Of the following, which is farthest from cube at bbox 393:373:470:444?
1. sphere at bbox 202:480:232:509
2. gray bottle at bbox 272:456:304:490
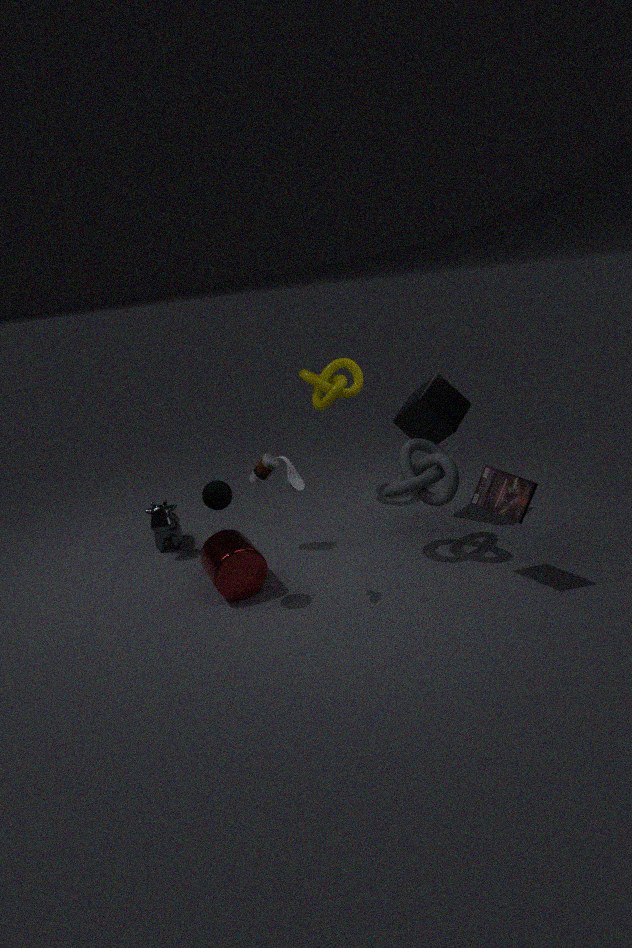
sphere at bbox 202:480:232:509
